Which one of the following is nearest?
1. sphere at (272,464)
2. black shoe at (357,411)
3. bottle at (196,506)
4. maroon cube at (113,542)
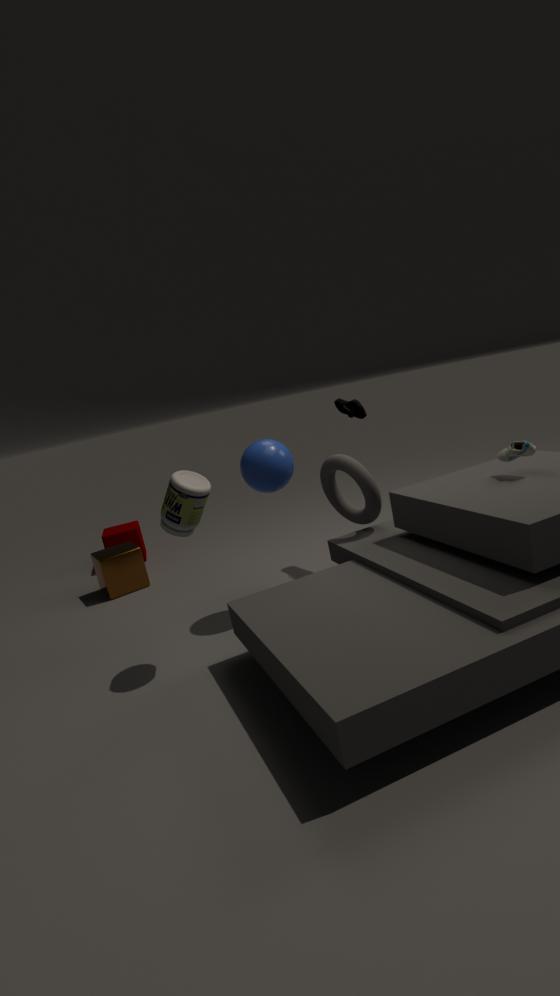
bottle at (196,506)
